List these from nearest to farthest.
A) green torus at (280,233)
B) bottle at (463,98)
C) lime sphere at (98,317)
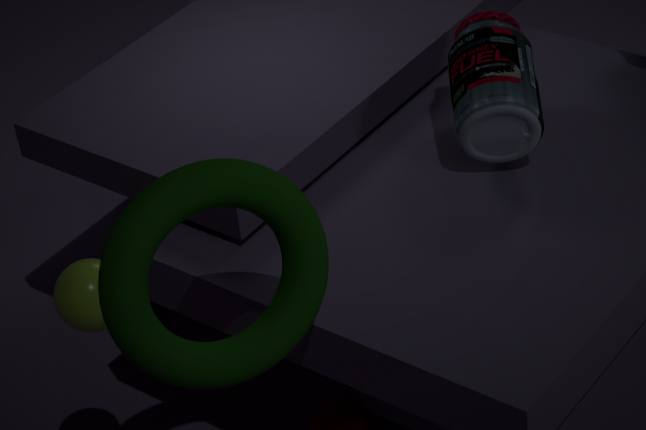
green torus at (280,233) → lime sphere at (98,317) → bottle at (463,98)
